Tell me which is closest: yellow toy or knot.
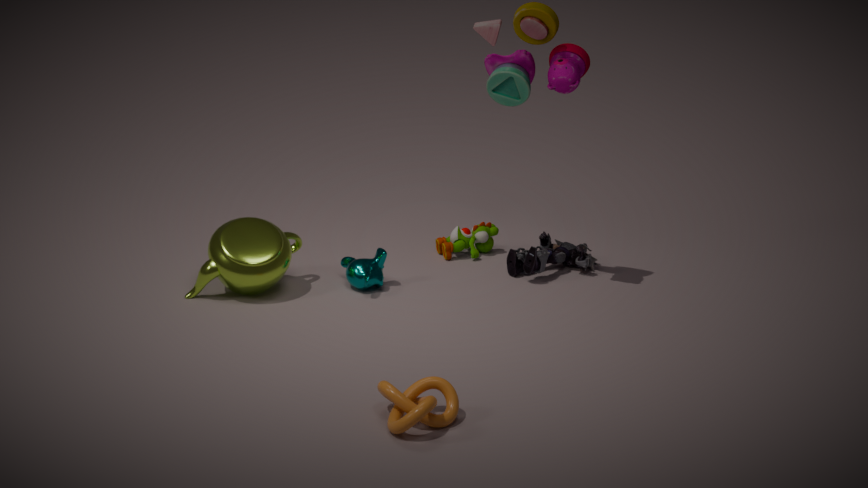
knot
